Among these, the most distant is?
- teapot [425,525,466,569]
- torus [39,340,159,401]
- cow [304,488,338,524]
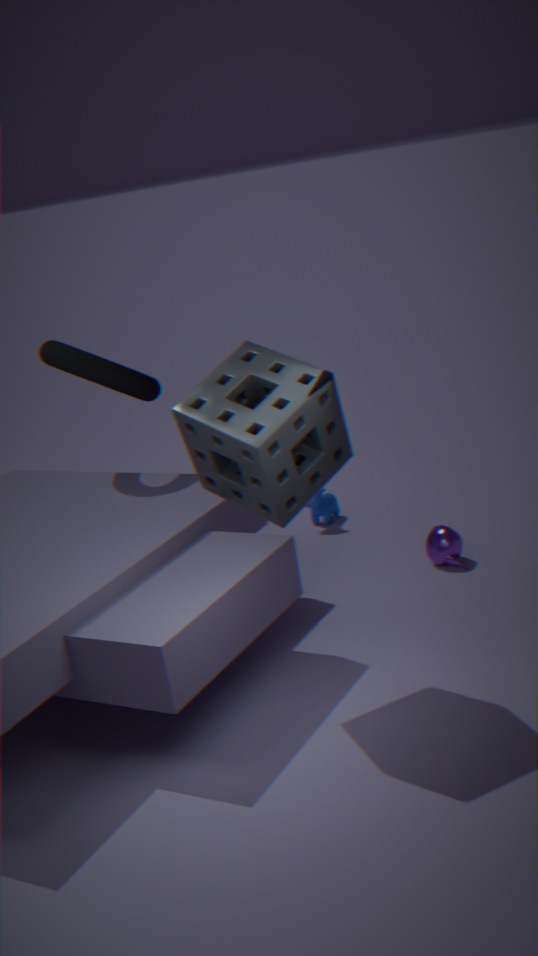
cow [304,488,338,524]
